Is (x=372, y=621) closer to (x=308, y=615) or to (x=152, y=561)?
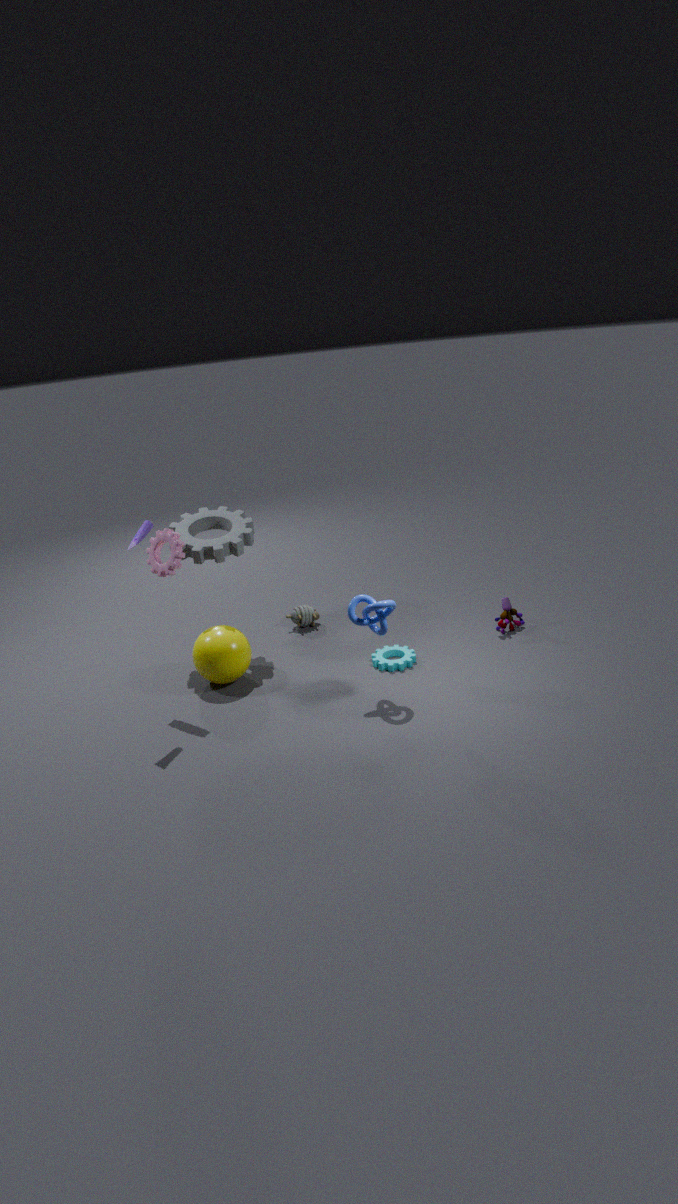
(x=308, y=615)
